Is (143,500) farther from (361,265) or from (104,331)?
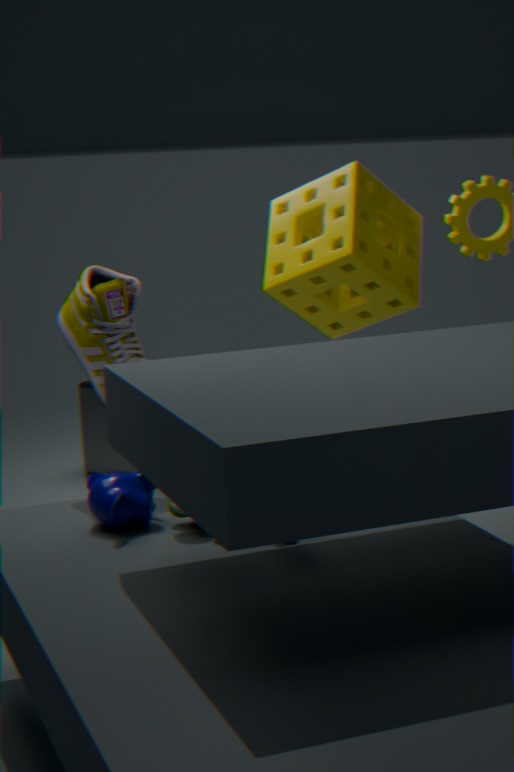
(361,265)
